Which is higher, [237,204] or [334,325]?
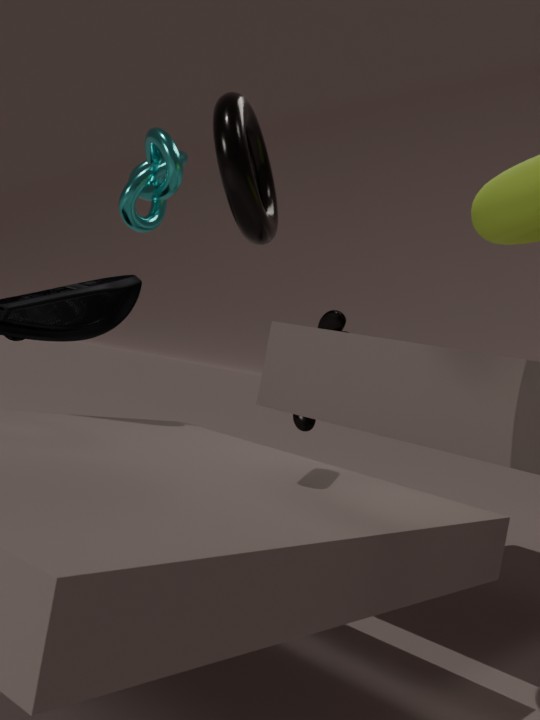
[237,204]
